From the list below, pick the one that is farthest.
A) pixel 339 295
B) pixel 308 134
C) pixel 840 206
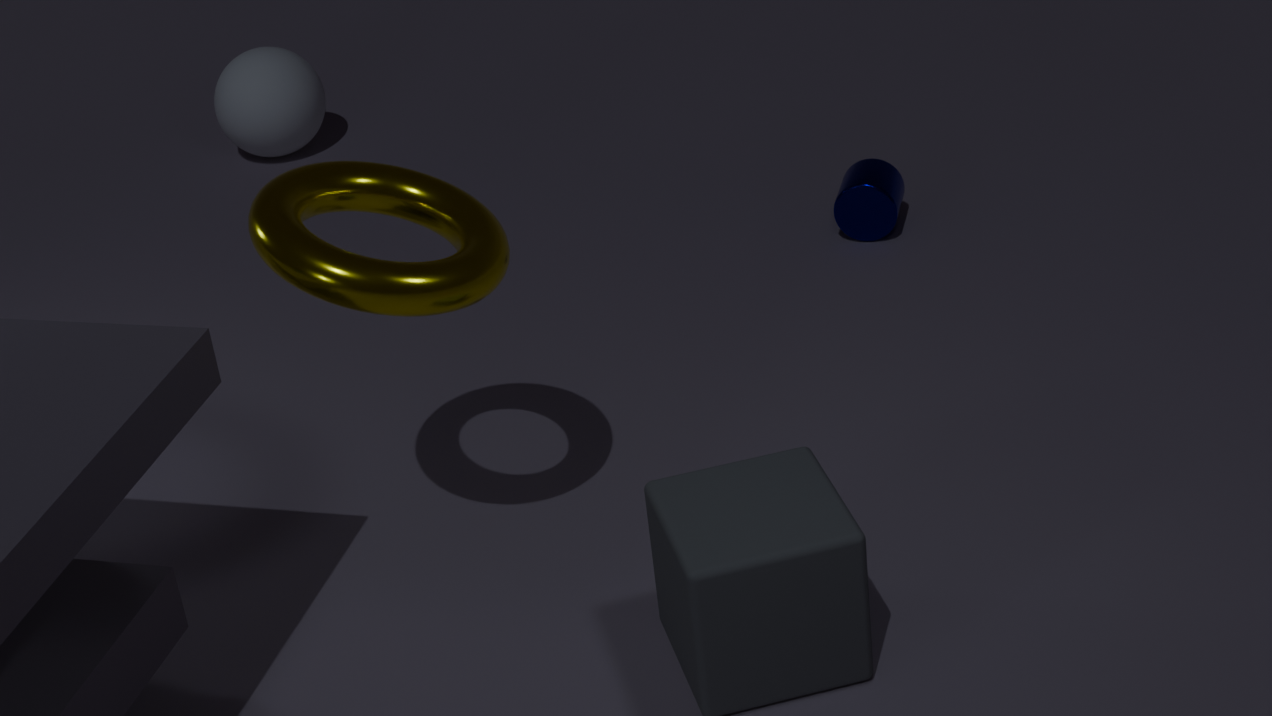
B. pixel 308 134
